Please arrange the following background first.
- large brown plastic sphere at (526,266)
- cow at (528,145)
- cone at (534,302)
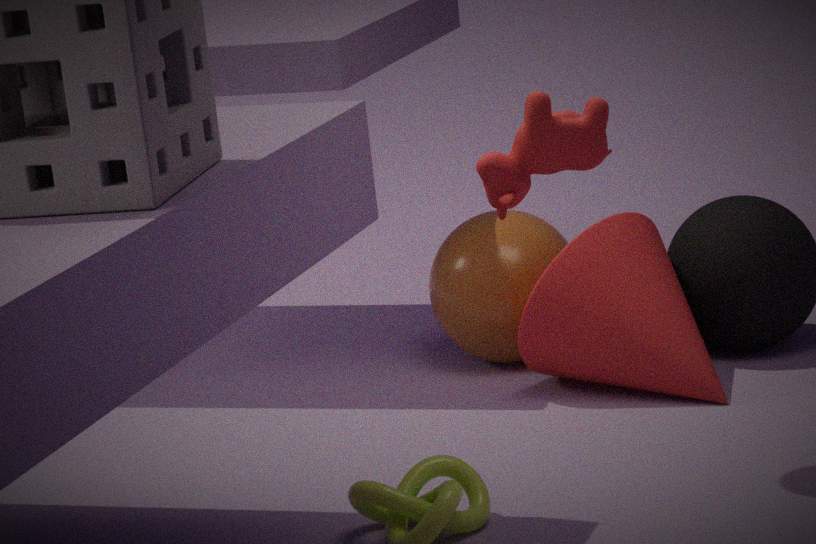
large brown plastic sphere at (526,266)
cone at (534,302)
cow at (528,145)
